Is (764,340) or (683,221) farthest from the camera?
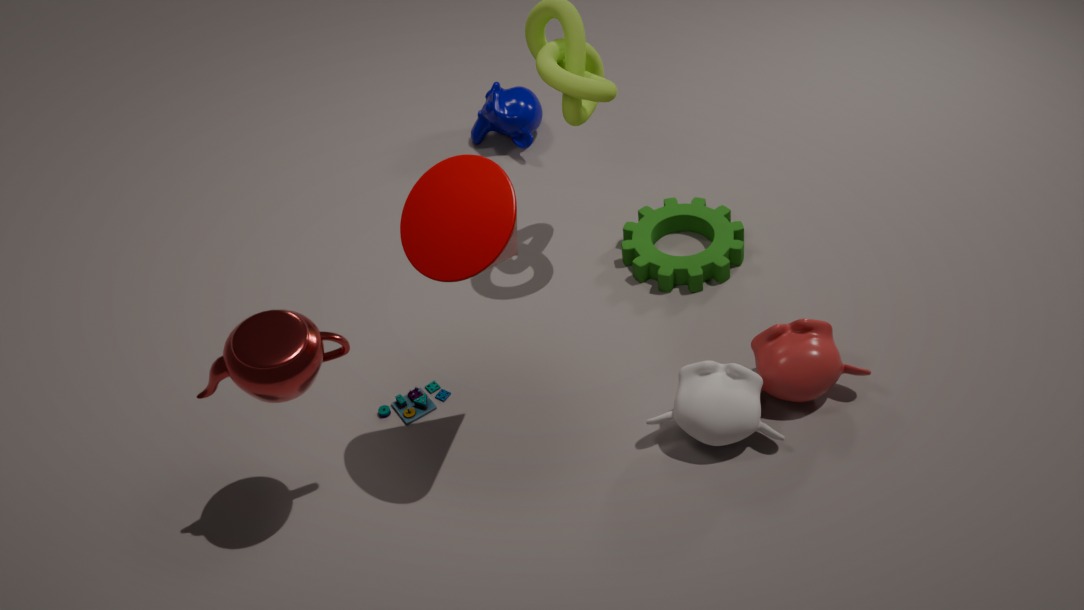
(683,221)
